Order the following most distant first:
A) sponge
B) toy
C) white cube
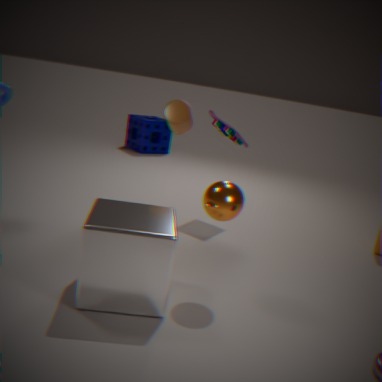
sponge < toy < white cube
